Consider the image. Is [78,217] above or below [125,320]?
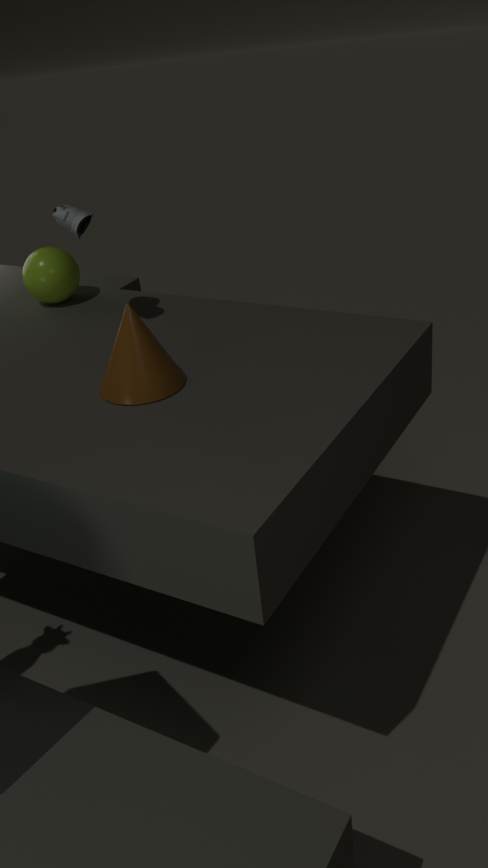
above
